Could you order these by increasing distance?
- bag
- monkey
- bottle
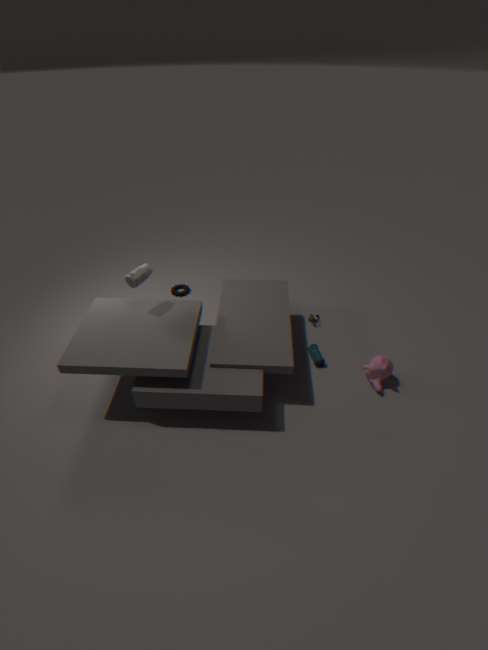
bottle < monkey < bag
